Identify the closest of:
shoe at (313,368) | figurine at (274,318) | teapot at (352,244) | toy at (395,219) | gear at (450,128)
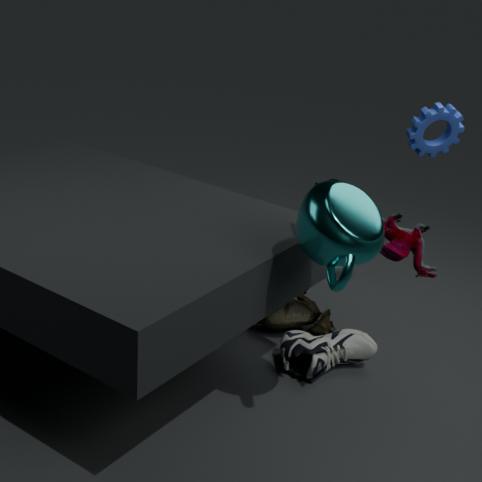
teapot at (352,244)
